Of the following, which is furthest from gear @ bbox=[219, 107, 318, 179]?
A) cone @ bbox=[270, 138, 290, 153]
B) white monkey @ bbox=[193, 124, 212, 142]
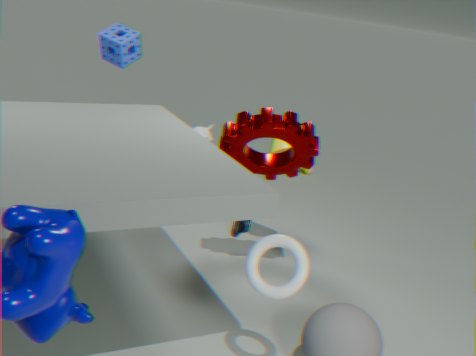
white monkey @ bbox=[193, 124, 212, 142]
